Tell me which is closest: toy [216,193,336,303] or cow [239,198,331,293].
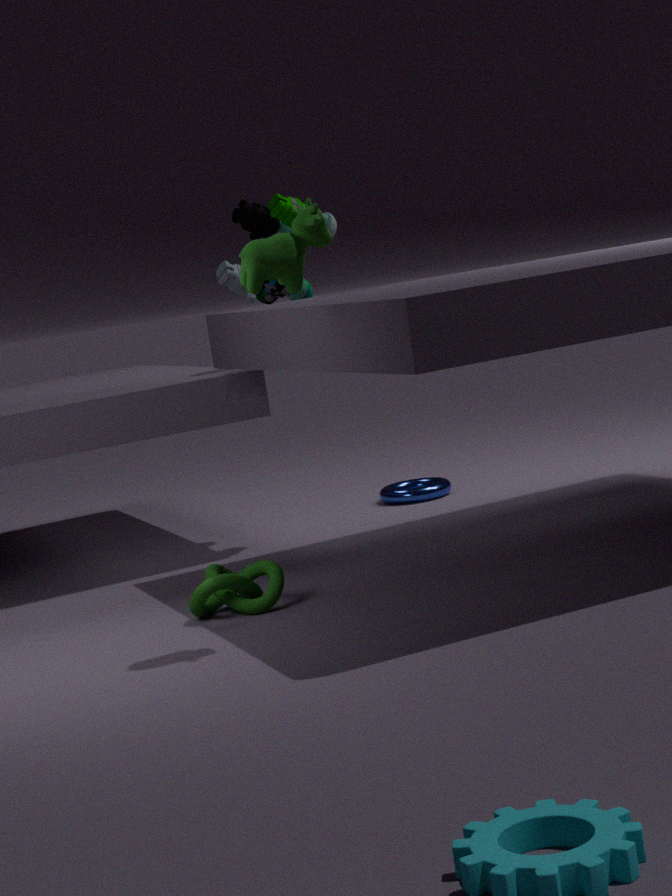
cow [239,198,331,293]
